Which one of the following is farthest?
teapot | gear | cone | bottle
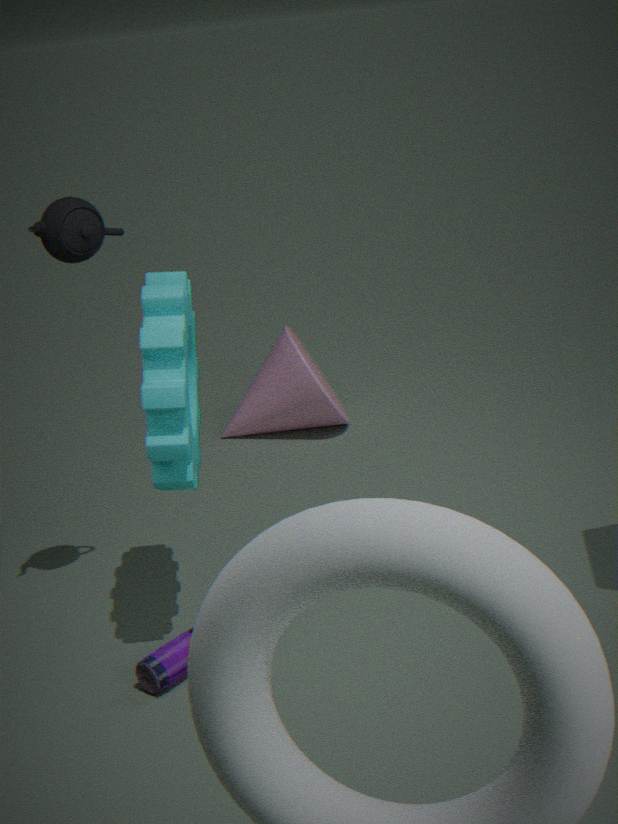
cone
